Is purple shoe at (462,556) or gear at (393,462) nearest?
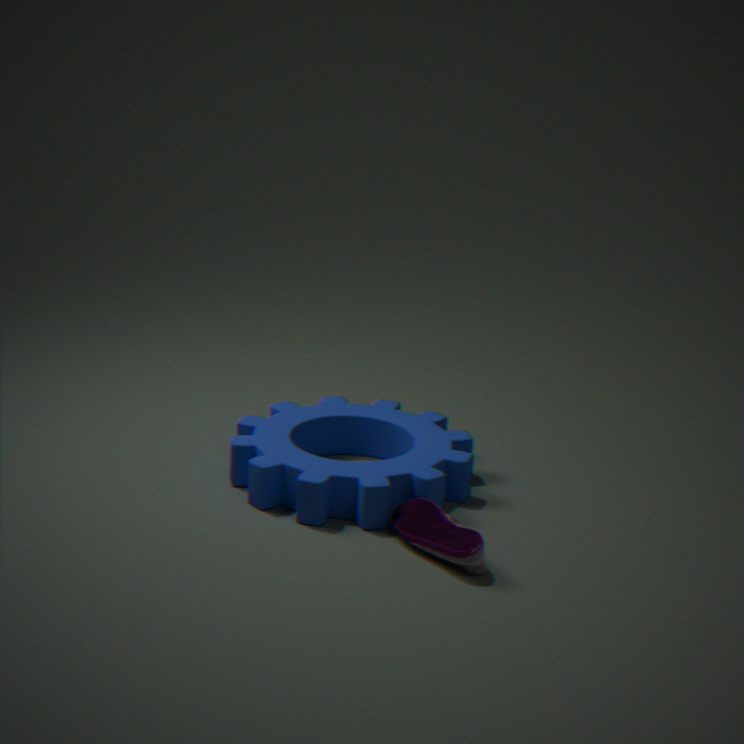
purple shoe at (462,556)
